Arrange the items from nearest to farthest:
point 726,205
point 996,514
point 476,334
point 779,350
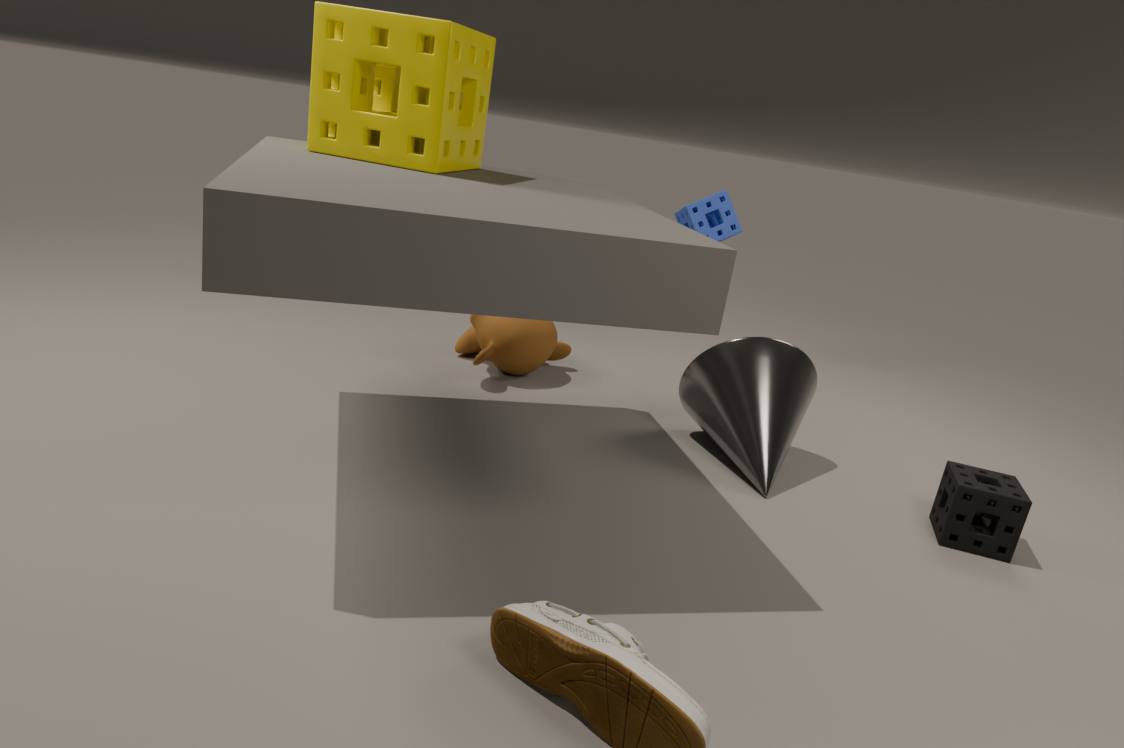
point 996,514 < point 779,350 < point 476,334 < point 726,205
